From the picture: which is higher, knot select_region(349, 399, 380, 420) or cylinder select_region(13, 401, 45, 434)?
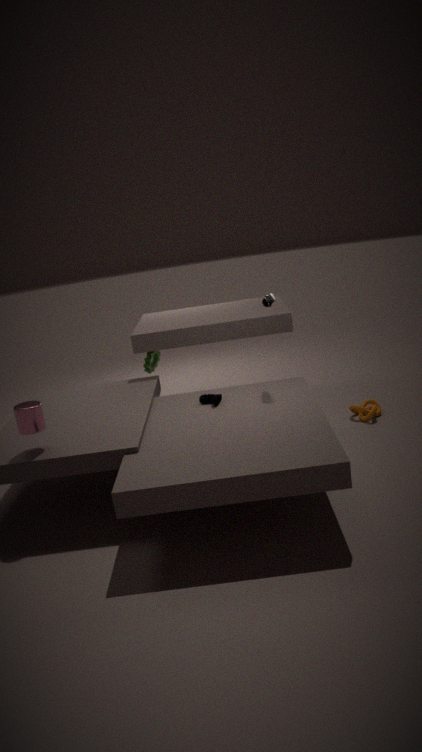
cylinder select_region(13, 401, 45, 434)
